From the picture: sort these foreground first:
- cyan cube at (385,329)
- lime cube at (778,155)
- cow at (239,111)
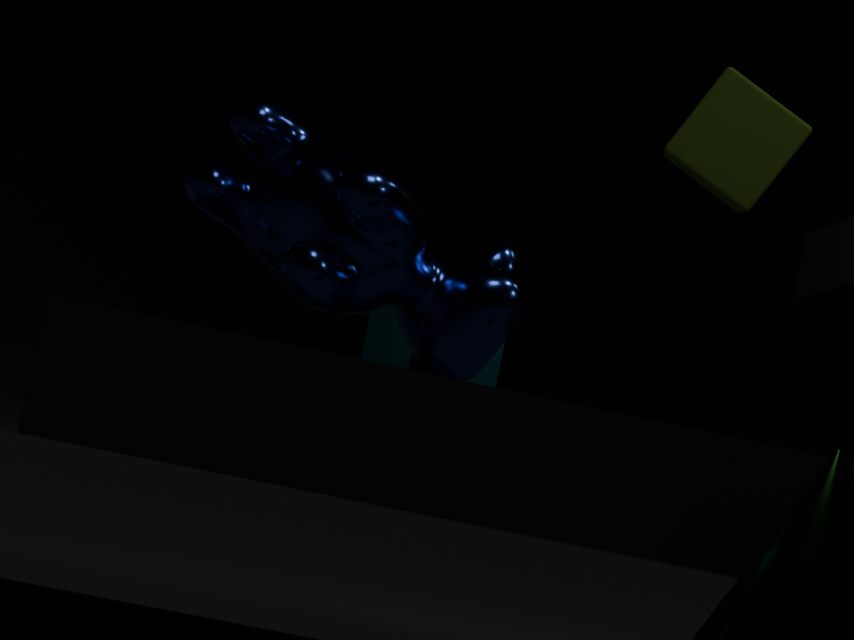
1. cow at (239,111)
2. lime cube at (778,155)
3. cyan cube at (385,329)
